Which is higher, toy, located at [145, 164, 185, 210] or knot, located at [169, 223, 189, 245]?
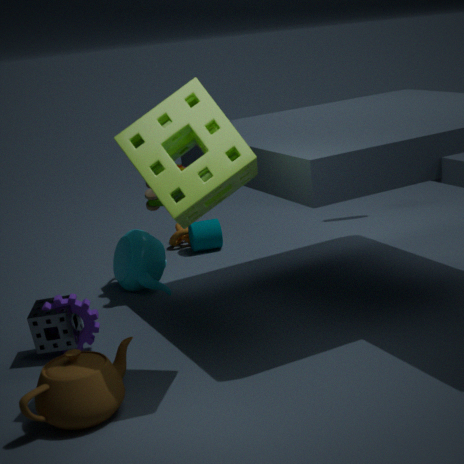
toy, located at [145, 164, 185, 210]
